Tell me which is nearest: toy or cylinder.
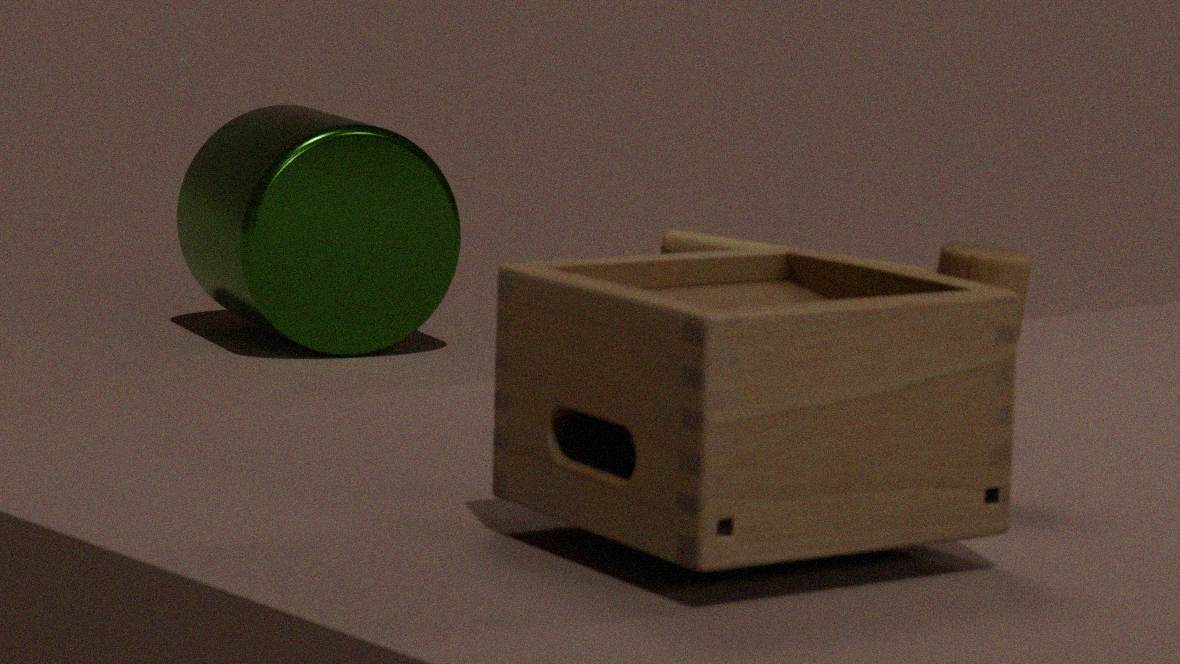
toy
